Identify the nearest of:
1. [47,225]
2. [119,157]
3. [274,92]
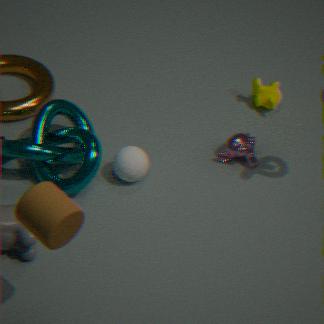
[47,225]
